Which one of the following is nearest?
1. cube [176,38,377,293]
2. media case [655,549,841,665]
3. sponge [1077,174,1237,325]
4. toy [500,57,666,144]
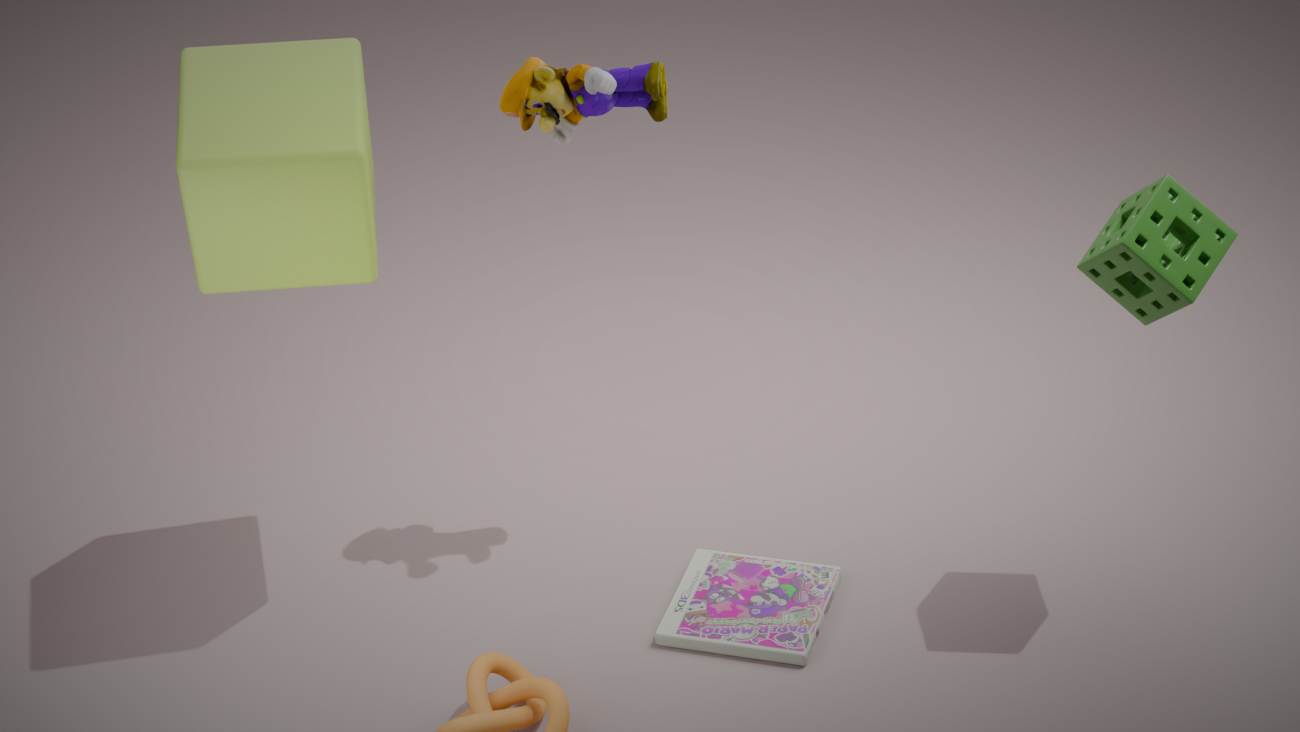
sponge [1077,174,1237,325]
